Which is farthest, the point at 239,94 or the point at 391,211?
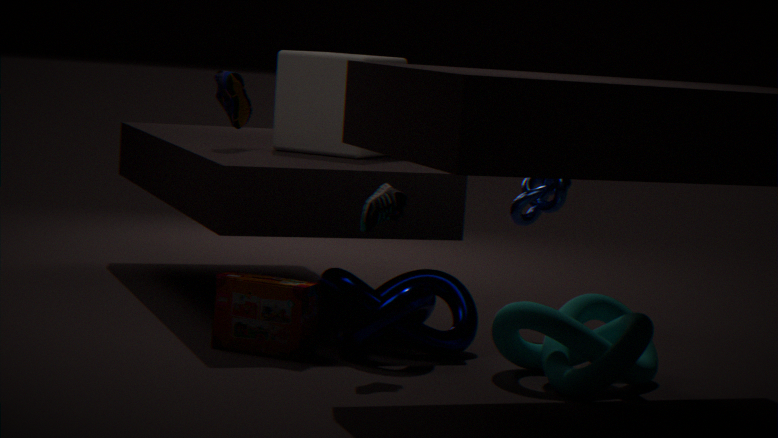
the point at 239,94
